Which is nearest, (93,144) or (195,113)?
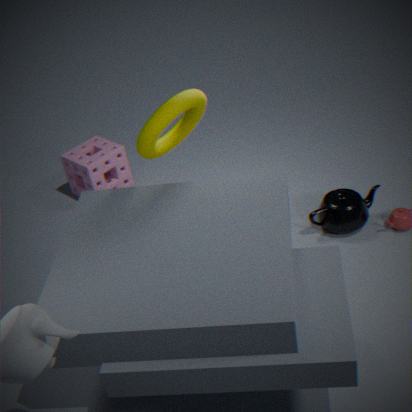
(195,113)
